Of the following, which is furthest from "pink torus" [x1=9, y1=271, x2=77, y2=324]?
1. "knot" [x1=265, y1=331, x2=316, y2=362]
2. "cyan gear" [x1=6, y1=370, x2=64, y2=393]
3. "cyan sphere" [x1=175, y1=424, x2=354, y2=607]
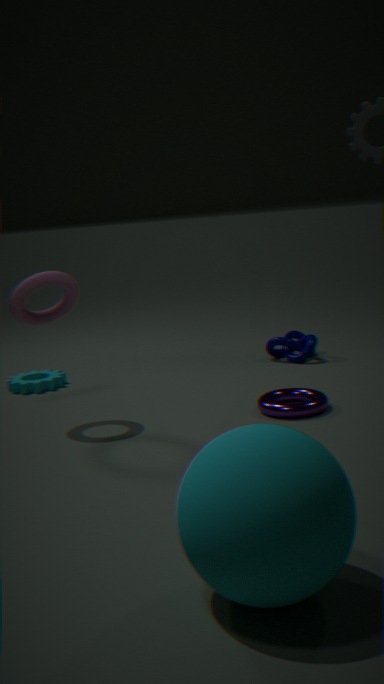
"cyan sphere" [x1=175, y1=424, x2=354, y2=607]
